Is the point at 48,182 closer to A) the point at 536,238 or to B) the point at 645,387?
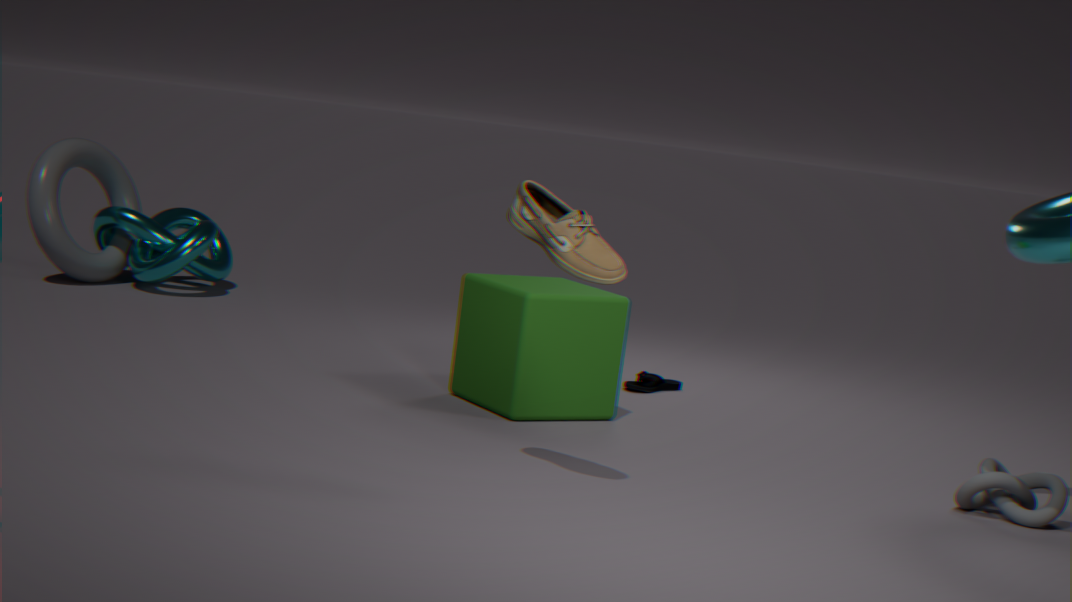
B) the point at 645,387
